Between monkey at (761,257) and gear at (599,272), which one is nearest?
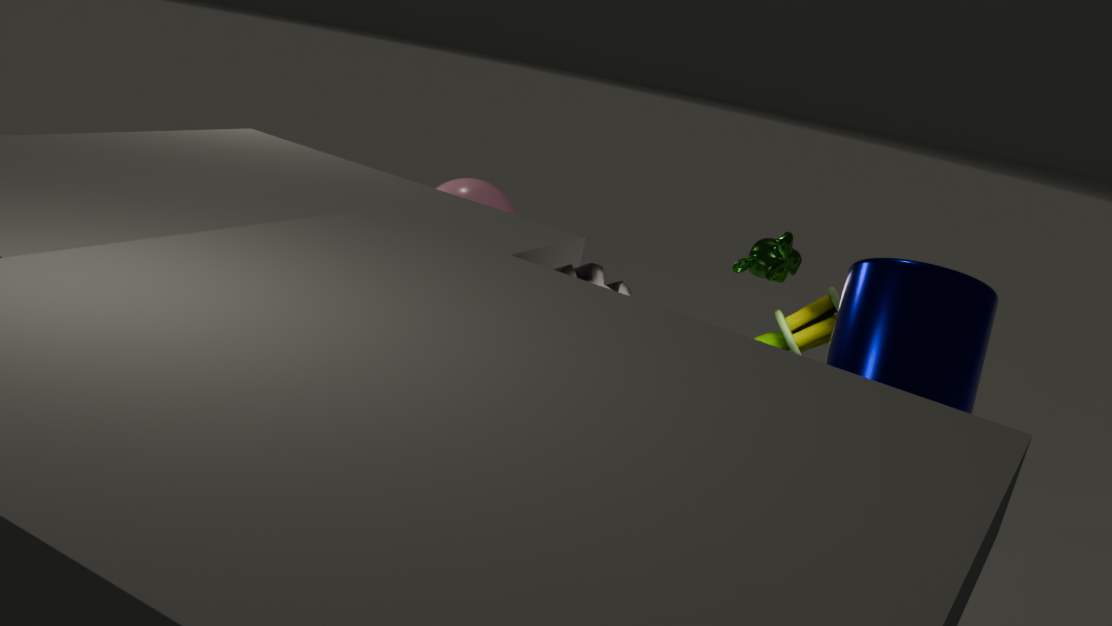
gear at (599,272)
